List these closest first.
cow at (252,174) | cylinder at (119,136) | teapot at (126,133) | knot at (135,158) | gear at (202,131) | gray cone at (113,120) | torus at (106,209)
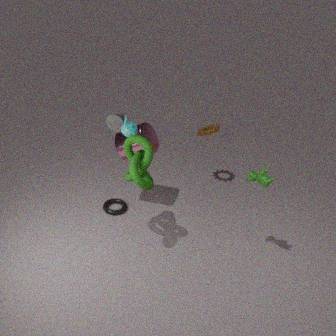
knot at (135,158)
cow at (252,174)
teapot at (126,133)
gray cone at (113,120)
cylinder at (119,136)
torus at (106,209)
gear at (202,131)
